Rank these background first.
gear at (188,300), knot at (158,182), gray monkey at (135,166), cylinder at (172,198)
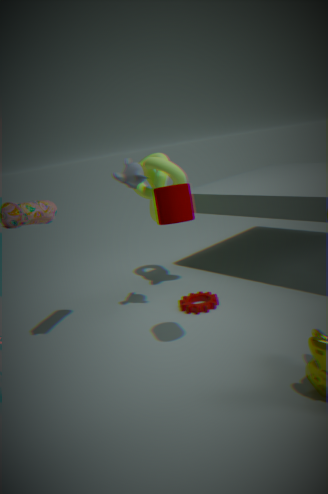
knot at (158,182) < gear at (188,300) < gray monkey at (135,166) < cylinder at (172,198)
